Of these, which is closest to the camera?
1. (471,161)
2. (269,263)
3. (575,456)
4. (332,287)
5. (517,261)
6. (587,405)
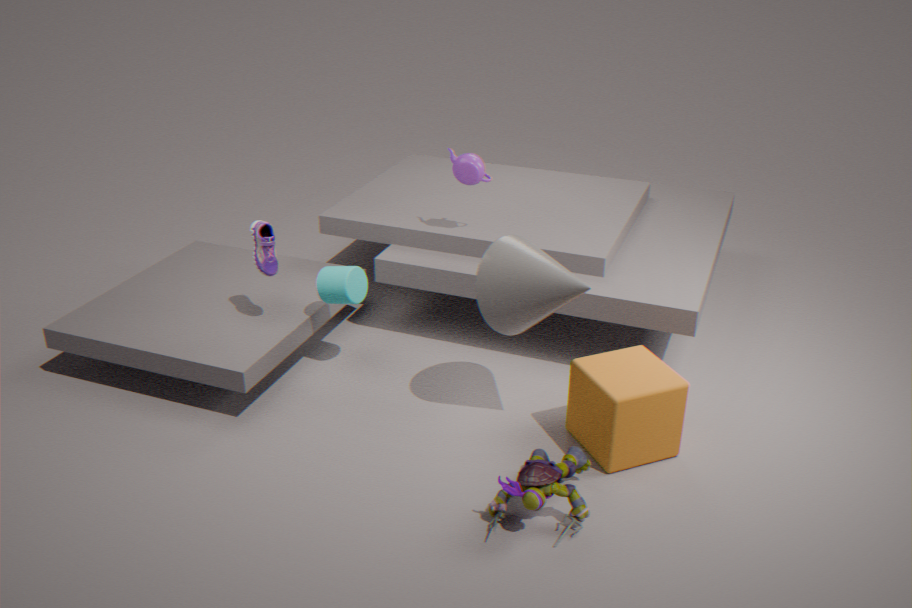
(575,456)
